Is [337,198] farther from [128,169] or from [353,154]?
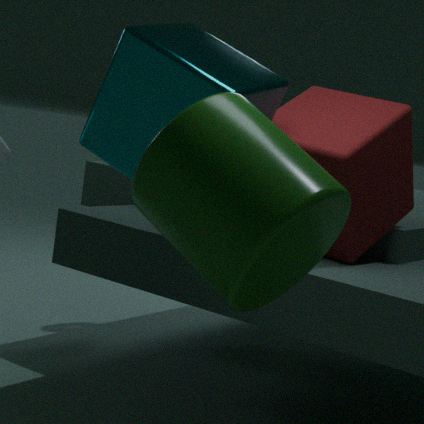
[353,154]
